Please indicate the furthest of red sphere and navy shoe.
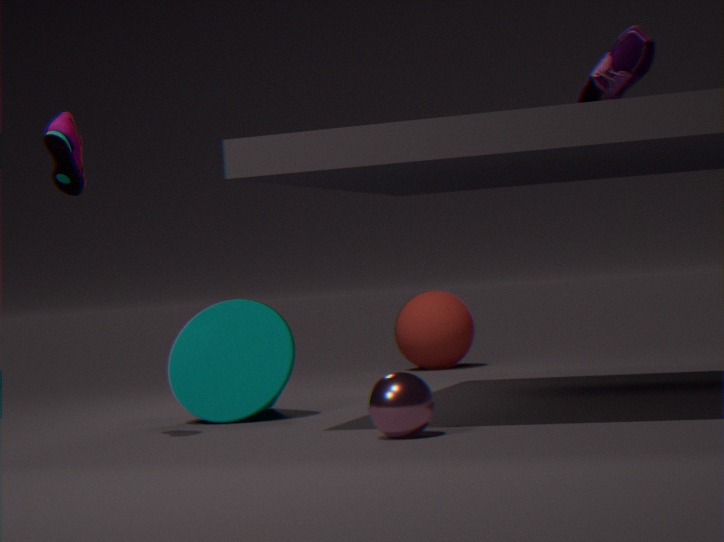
red sphere
